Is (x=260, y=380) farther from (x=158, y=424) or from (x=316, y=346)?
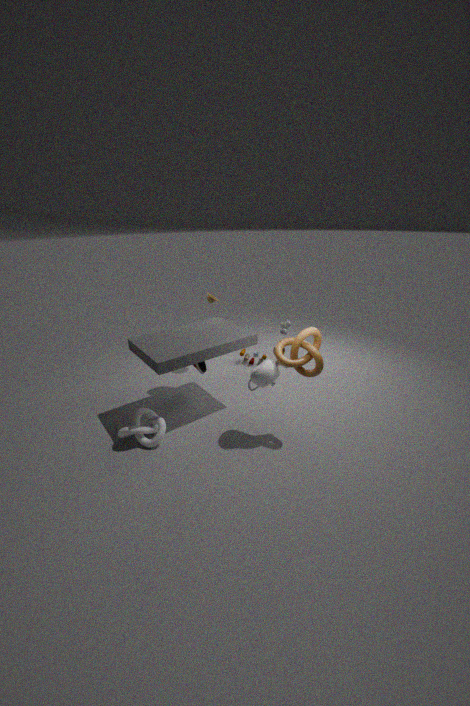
(x=158, y=424)
